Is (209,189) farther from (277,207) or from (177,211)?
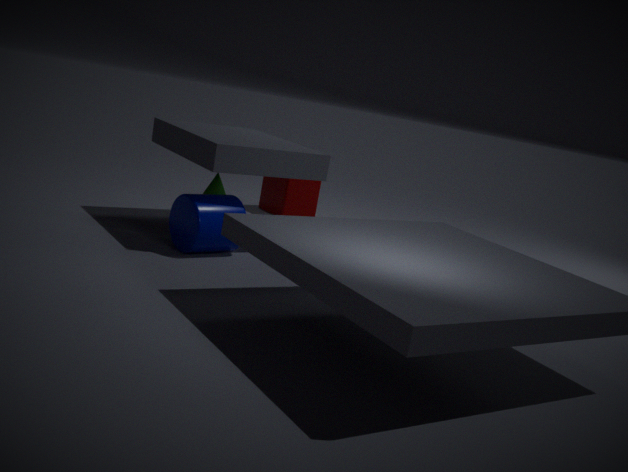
(277,207)
